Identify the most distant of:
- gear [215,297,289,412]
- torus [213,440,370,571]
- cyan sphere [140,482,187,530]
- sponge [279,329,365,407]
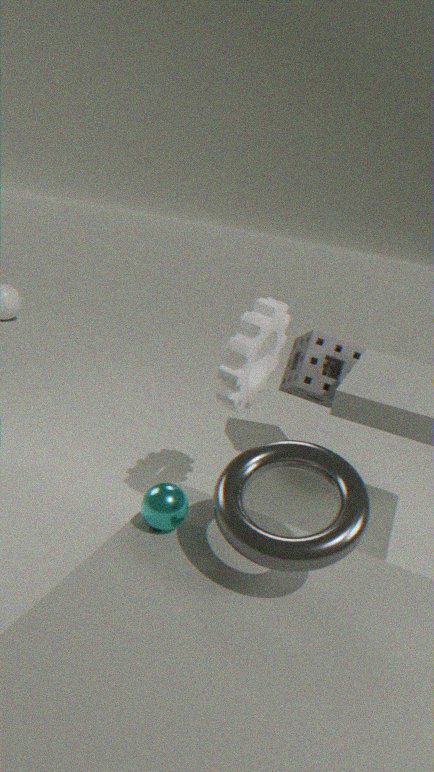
sponge [279,329,365,407]
